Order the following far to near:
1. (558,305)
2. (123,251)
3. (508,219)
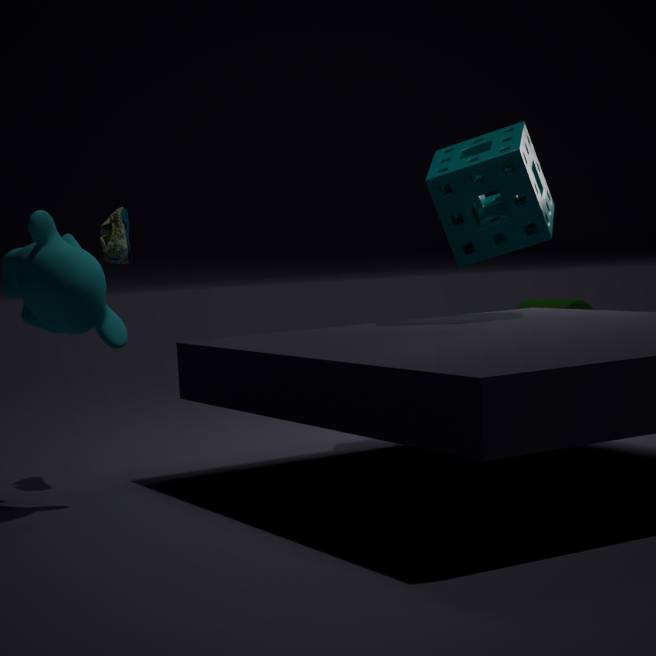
(558,305) → (508,219) → (123,251)
